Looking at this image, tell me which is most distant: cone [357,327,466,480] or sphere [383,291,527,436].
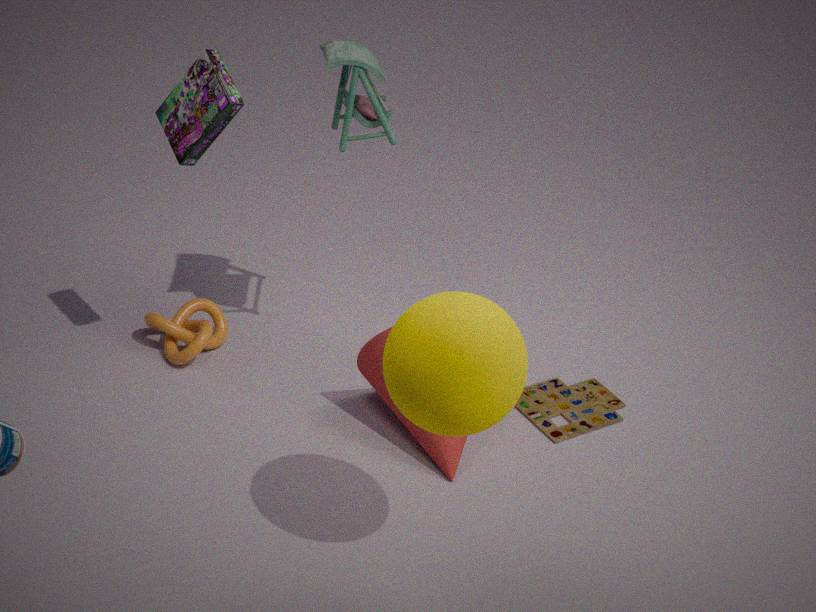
cone [357,327,466,480]
